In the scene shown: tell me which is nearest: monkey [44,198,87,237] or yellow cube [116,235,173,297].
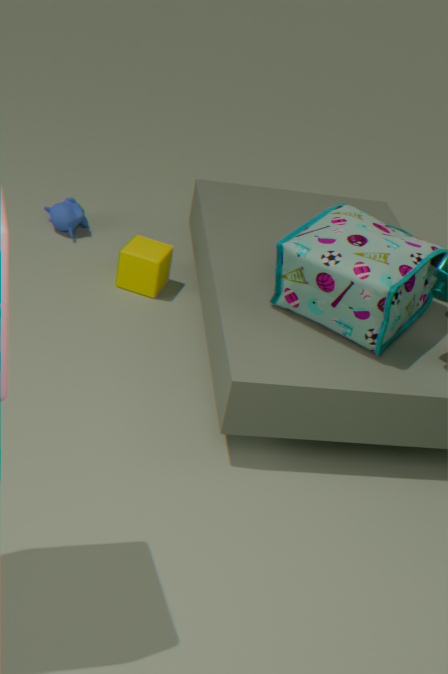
yellow cube [116,235,173,297]
